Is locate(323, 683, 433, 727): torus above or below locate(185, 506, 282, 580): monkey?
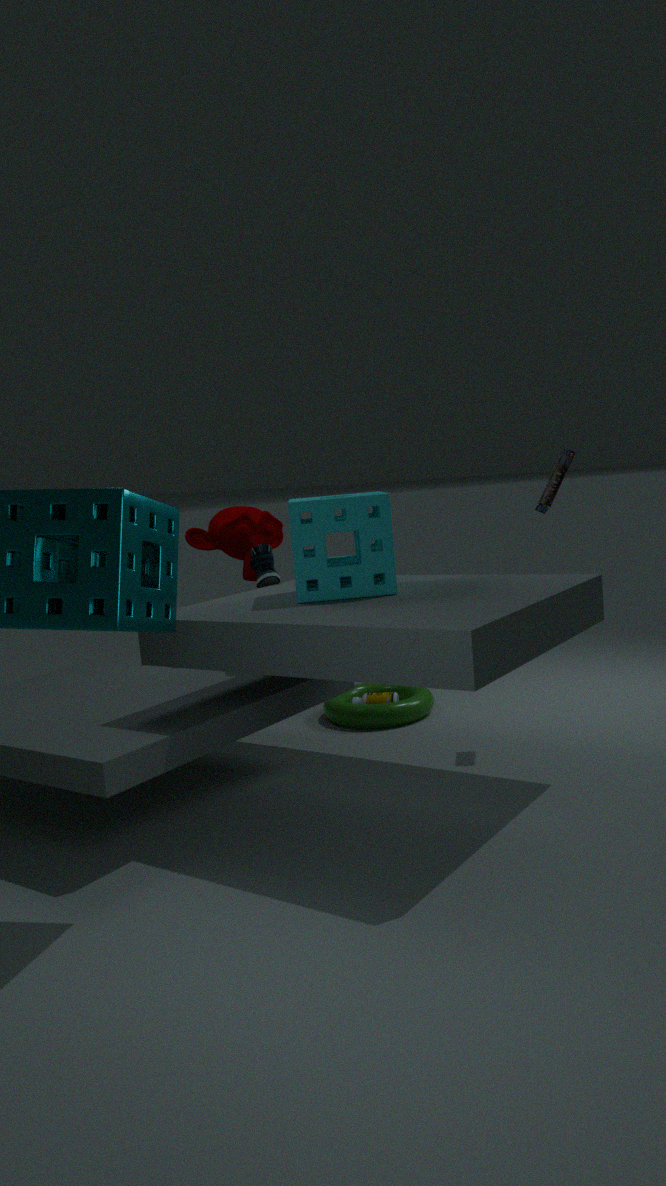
below
